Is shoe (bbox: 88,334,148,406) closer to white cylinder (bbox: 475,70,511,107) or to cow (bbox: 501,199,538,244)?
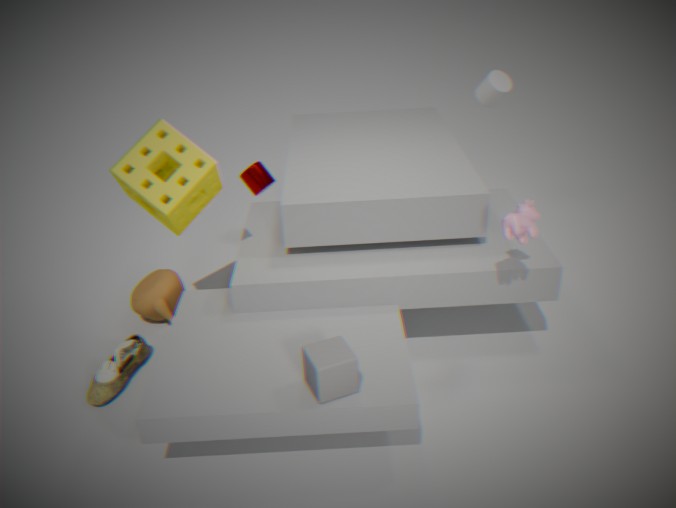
cow (bbox: 501,199,538,244)
